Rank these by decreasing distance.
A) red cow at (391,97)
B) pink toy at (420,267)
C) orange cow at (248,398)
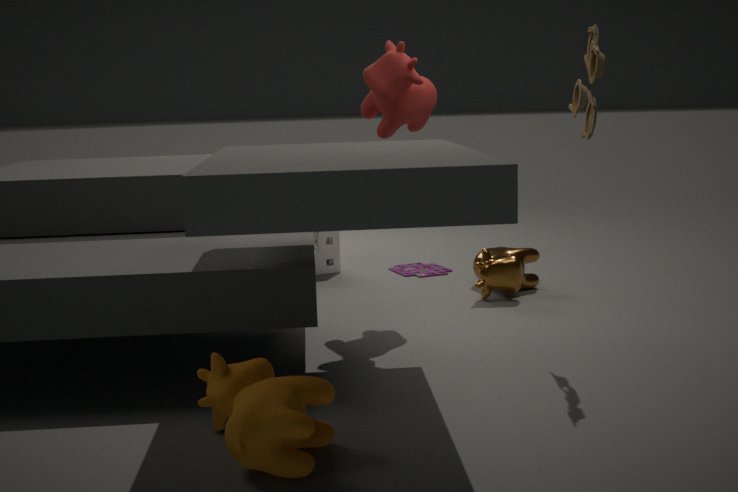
pink toy at (420,267)
red cow at (391,97)
orange cow at (248,398)
